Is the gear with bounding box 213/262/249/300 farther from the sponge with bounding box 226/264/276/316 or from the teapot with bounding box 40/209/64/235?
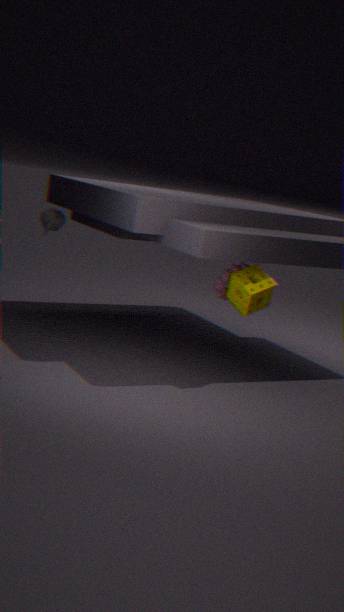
the teapot with bounding box 40/209/64/235
